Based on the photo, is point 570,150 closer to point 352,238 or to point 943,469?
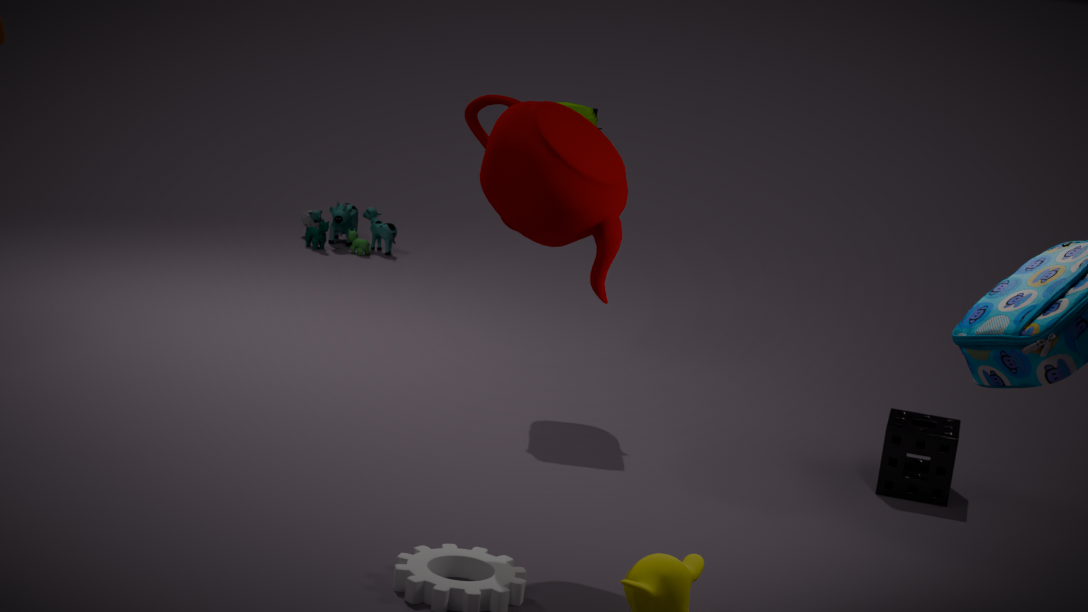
point 943,469
